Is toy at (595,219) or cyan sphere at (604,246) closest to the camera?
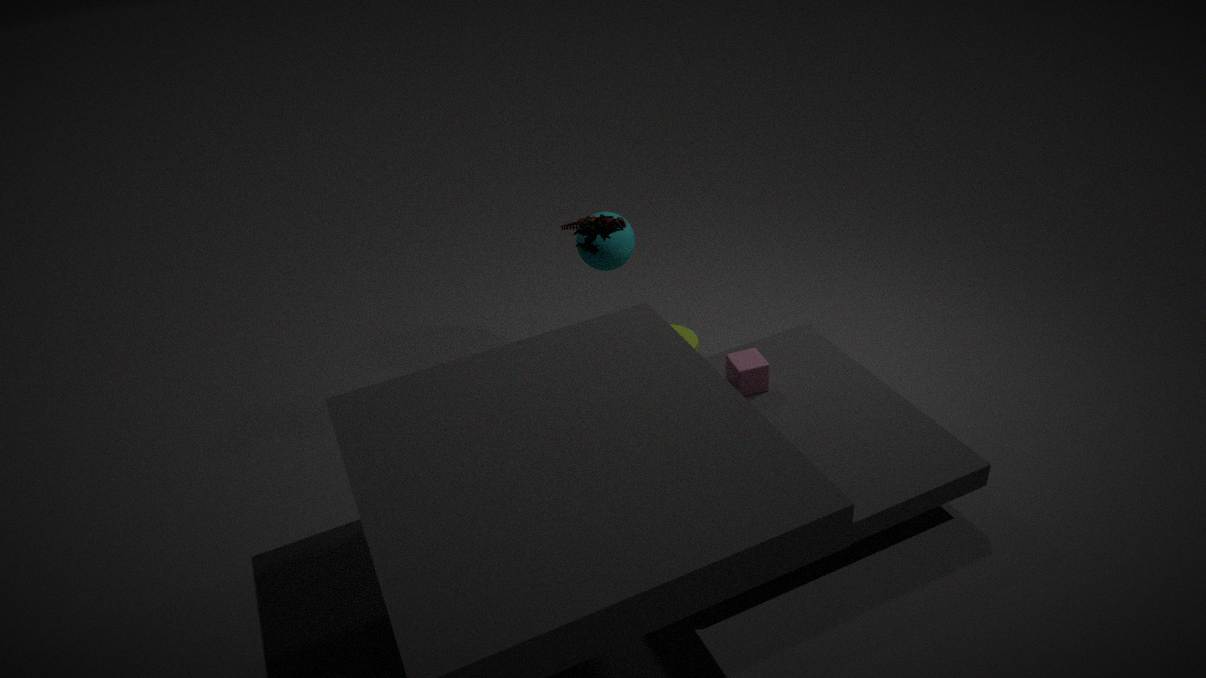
toy at (595,219)
